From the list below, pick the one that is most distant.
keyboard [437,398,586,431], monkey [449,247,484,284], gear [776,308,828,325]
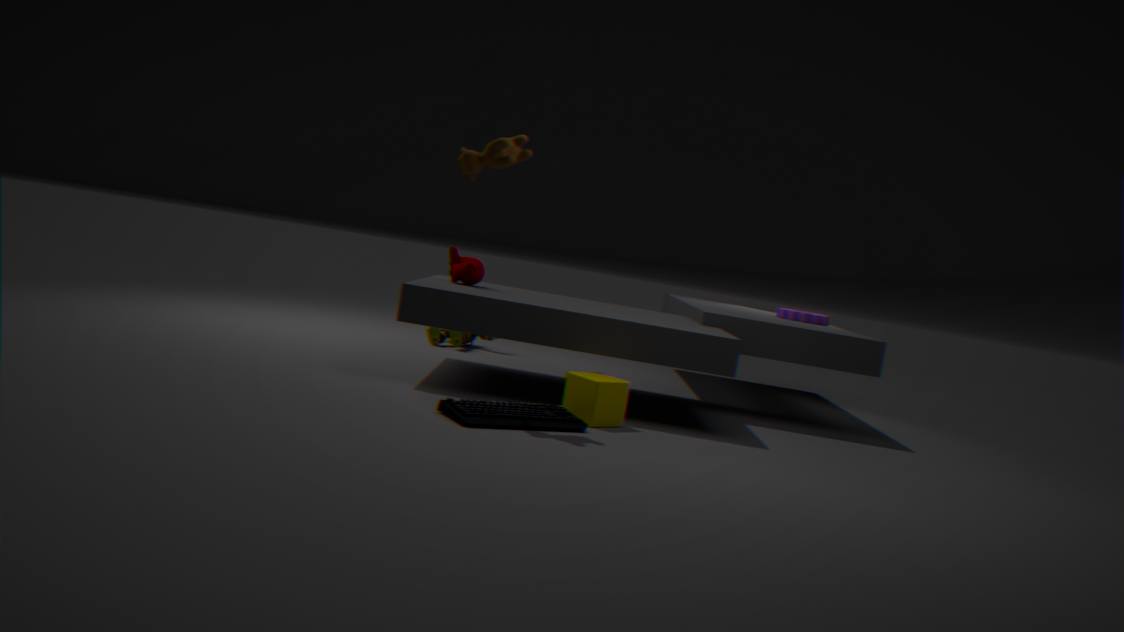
gear [776,308,828,325]
